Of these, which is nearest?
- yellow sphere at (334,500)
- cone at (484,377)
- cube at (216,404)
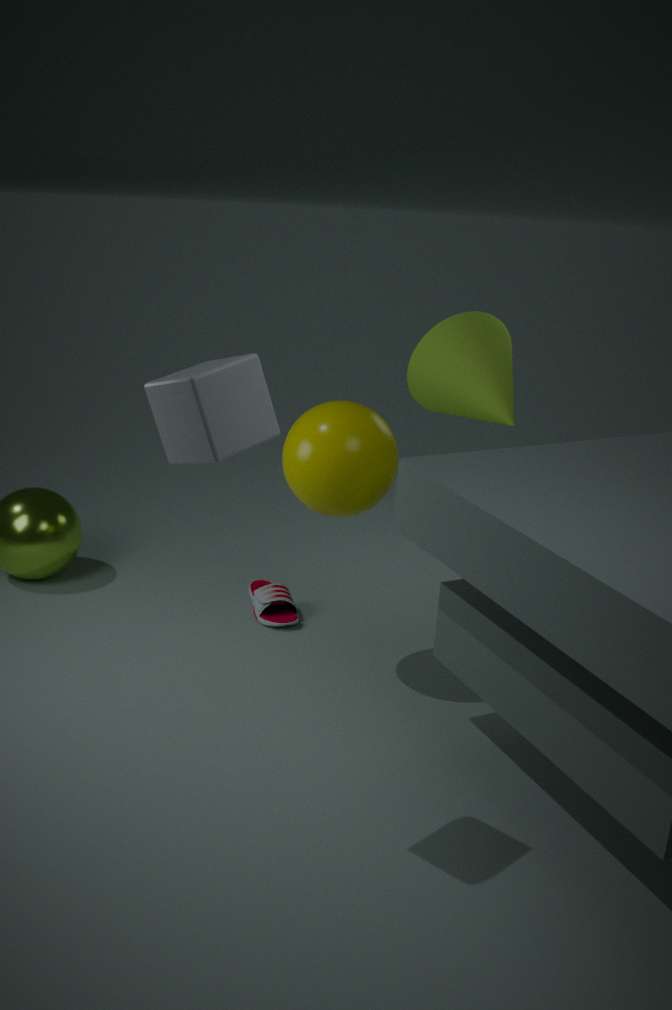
cube at (216,404)
